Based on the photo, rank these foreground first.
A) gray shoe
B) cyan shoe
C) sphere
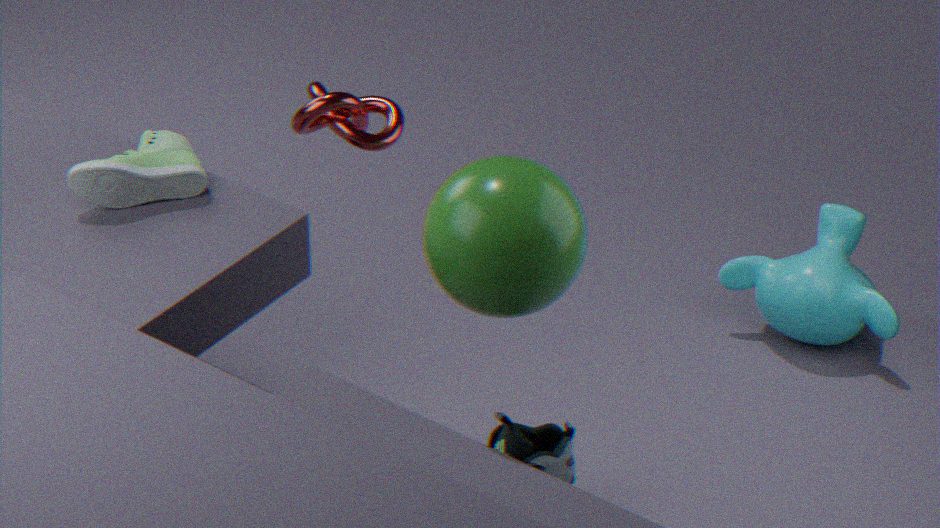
sphere < cyan shoe < gray shoe
